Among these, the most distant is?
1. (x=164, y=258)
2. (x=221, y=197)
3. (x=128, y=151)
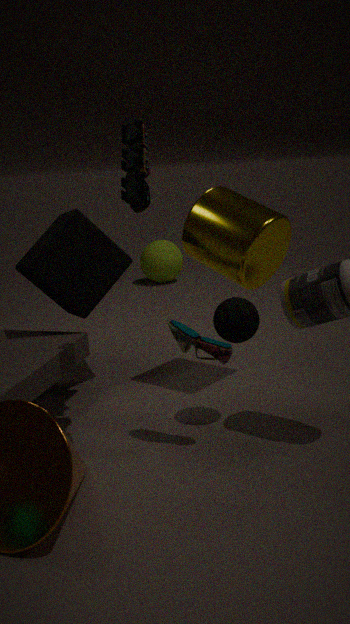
(x=164, y=258)
